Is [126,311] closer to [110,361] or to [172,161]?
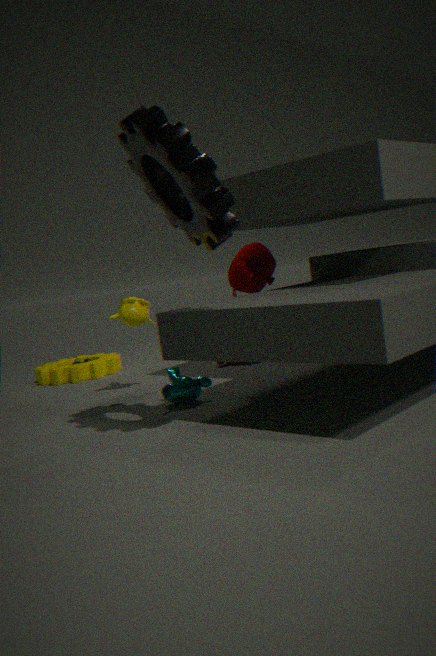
[110,361]
